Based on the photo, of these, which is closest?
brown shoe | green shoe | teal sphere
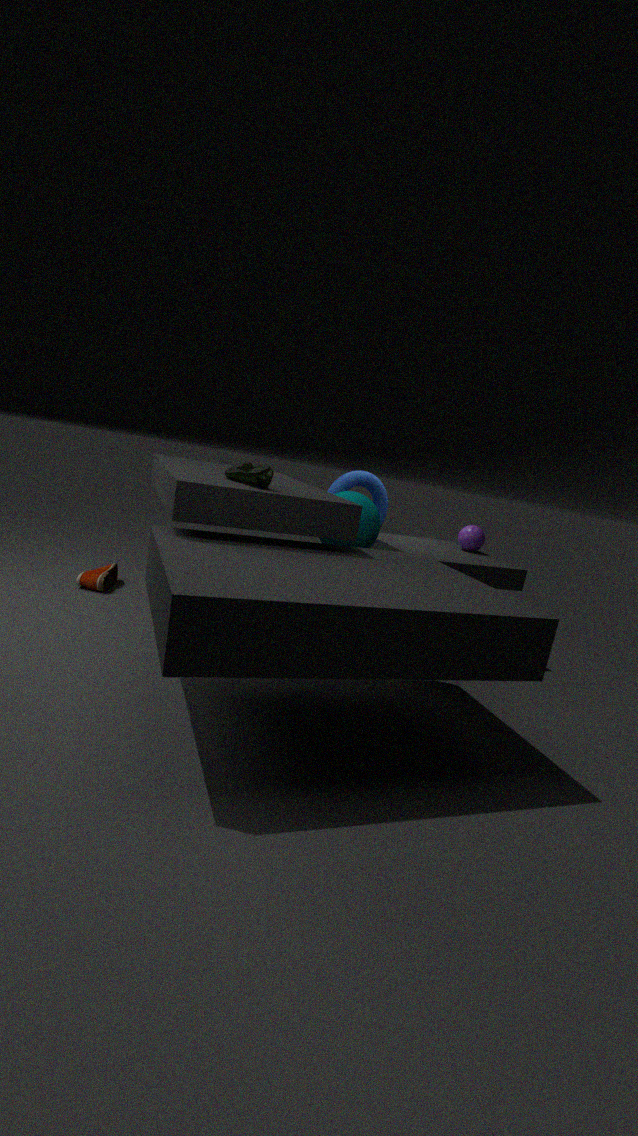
green shoe
